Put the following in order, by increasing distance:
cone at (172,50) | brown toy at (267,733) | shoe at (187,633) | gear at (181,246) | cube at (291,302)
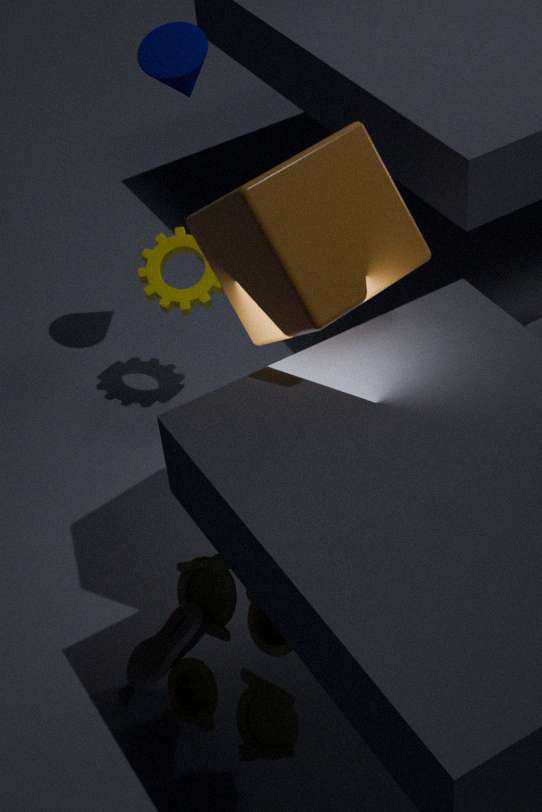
cube at (291,302) < brown toy at (267,733) < shoe at (187,633) < cone at (172,50) < gear at (181,246)
